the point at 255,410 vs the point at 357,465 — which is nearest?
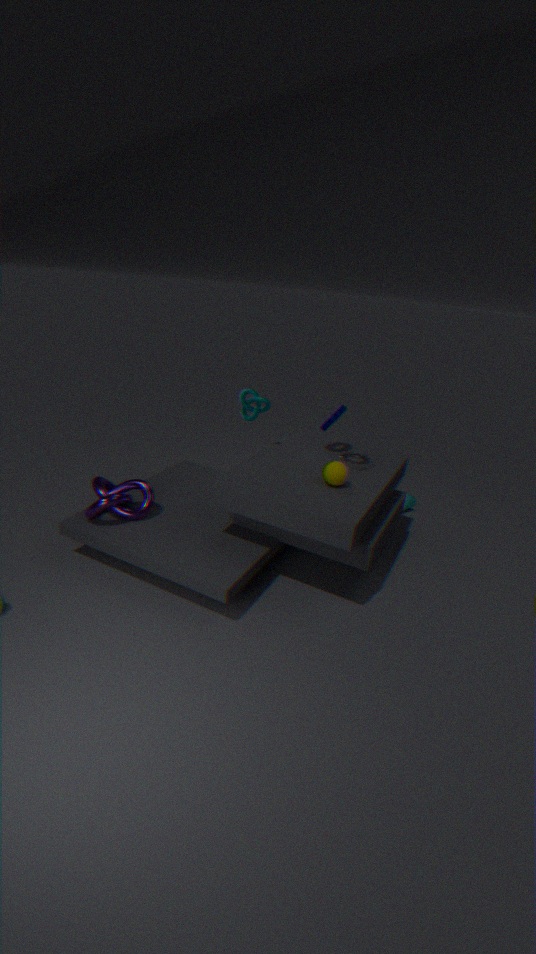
the point at 357,465
